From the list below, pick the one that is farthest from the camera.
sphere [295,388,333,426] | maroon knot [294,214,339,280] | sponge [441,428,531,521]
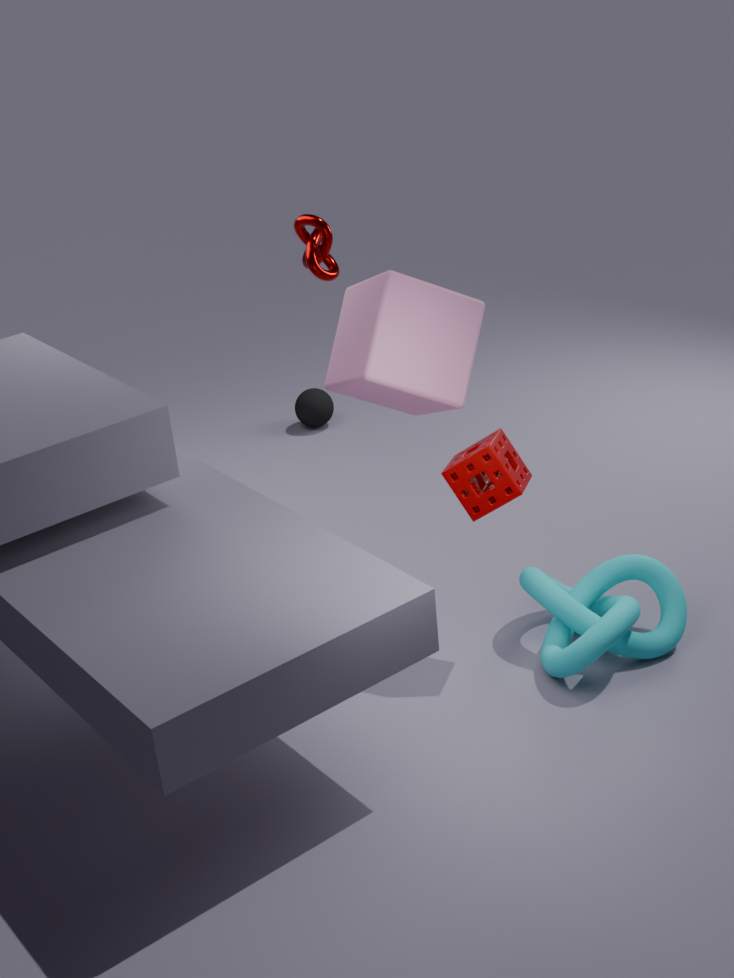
sphere [295,388,333,426]
